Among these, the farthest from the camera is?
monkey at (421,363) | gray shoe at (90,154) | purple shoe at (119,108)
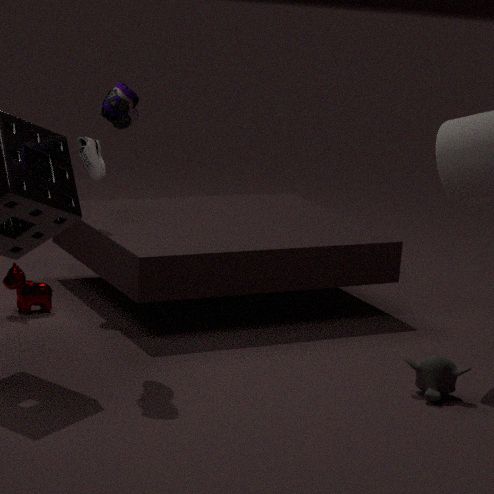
gray shoe at (90,154)
